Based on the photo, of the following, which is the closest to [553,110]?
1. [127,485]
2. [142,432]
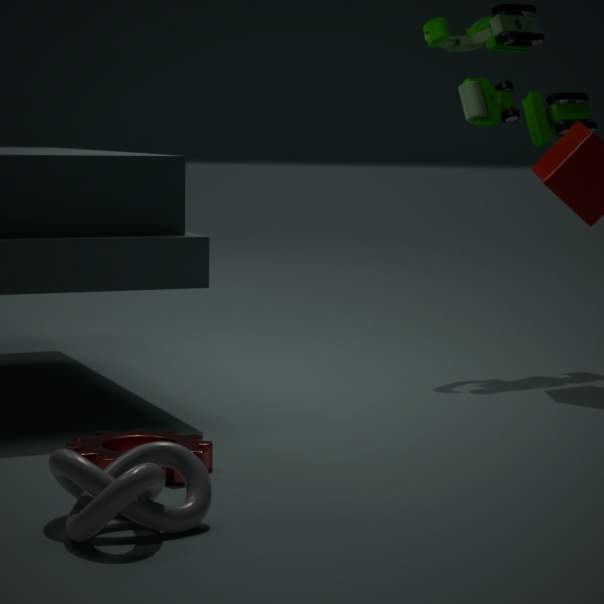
[142,432]
